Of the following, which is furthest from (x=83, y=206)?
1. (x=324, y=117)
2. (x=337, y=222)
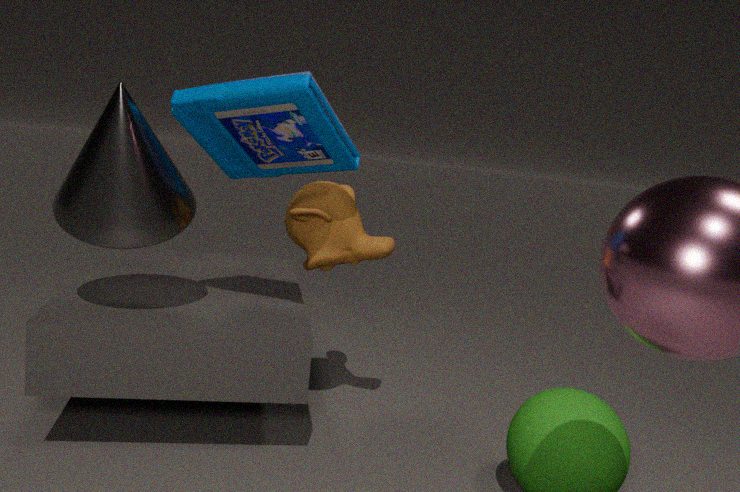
(x=337, y=222)
